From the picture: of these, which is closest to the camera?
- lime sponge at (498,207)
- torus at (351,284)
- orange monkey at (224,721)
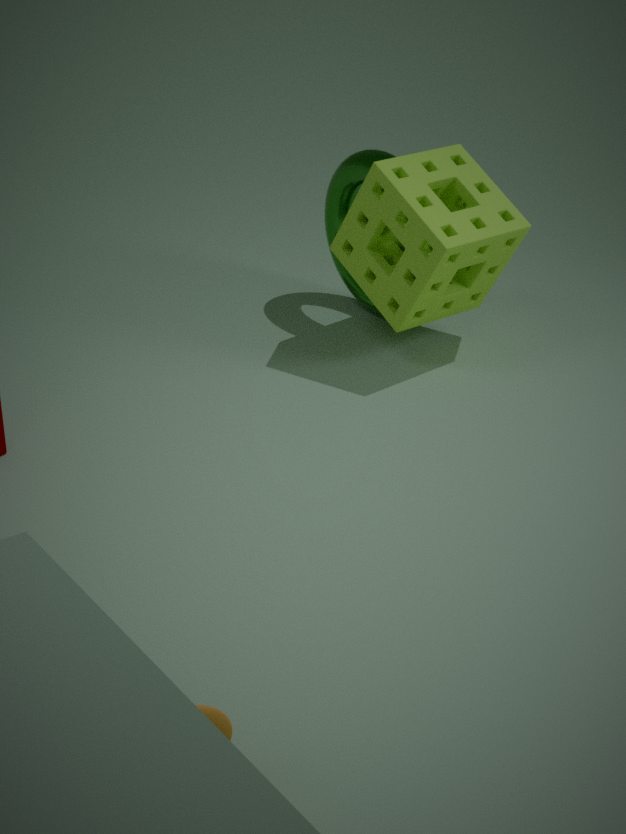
orange monkey at (224,721)
